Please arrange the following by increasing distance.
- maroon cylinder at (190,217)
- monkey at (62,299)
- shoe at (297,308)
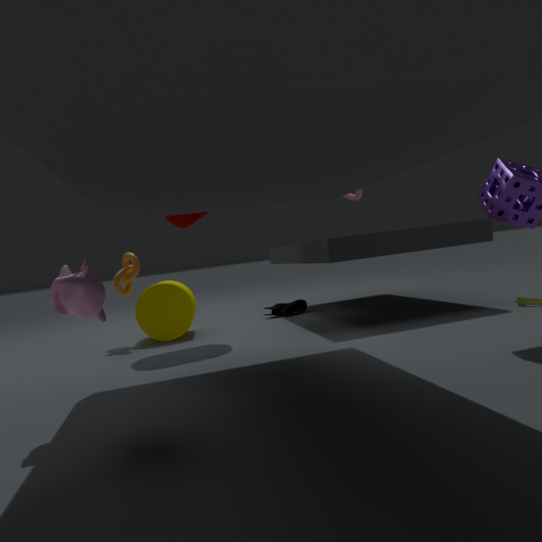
monkey at (62,299) → maroon cylinder at (190,217) → shoe at (297,308)
